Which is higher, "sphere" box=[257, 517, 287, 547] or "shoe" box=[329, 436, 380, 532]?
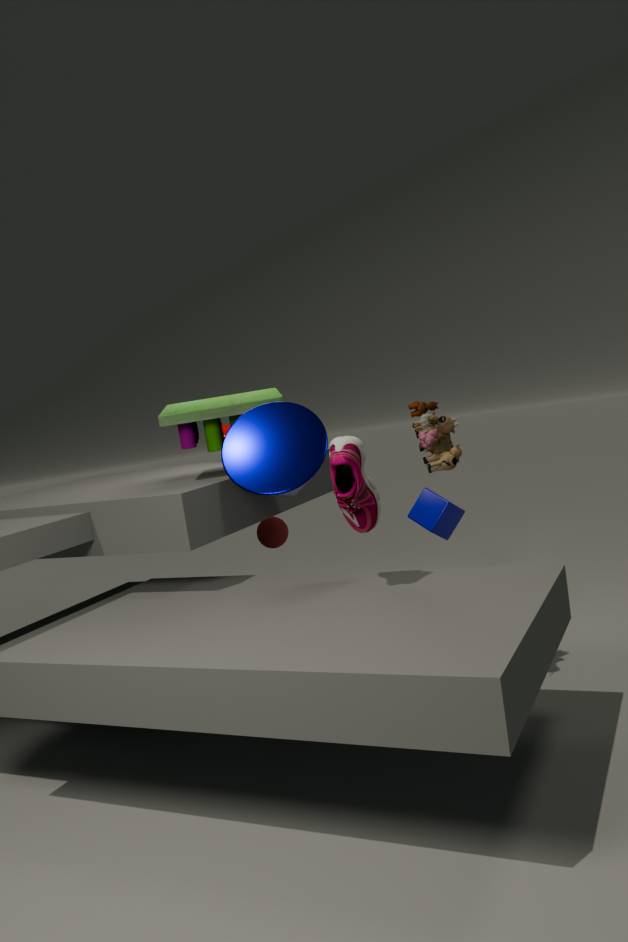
"shoe" box=[329, 436, 380, 532]
